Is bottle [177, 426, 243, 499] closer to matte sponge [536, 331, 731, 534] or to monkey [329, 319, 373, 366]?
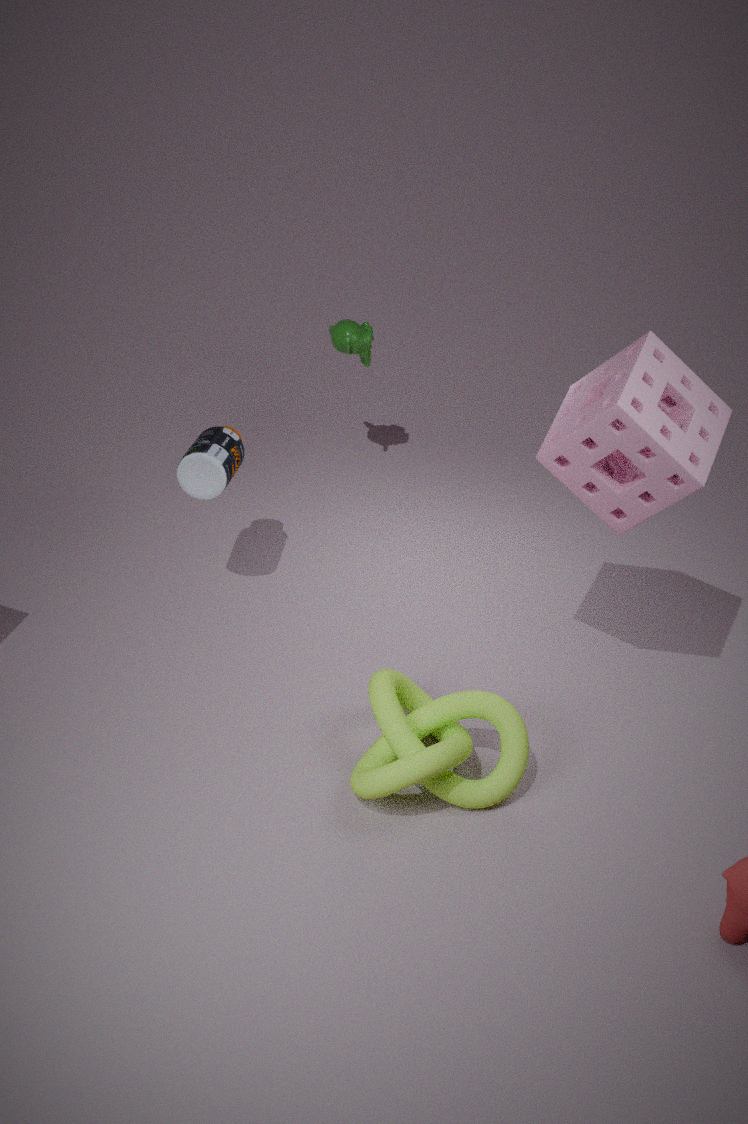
monkey [329, 319, 373, 366]
